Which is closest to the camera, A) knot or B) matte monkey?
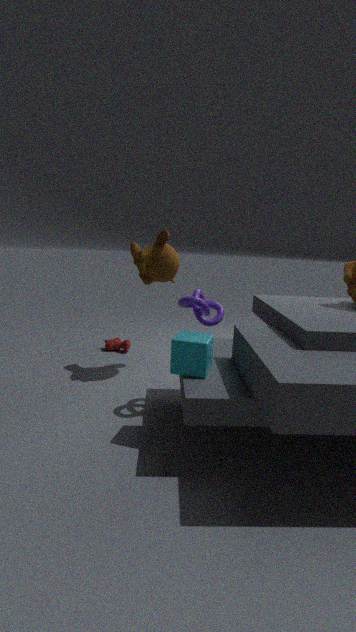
A. knot
